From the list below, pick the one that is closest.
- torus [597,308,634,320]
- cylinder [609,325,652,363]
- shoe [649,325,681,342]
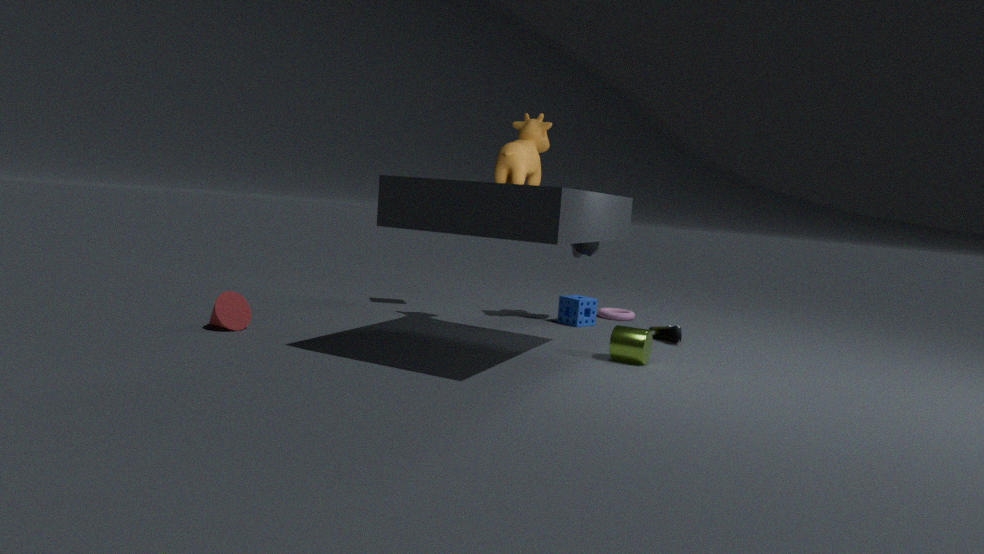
cylinder [609,325,652,363]
